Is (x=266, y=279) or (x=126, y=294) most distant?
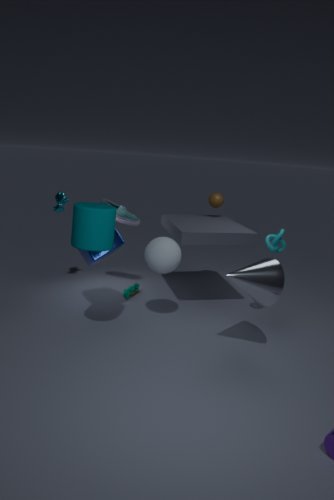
(x=126, y=294)
